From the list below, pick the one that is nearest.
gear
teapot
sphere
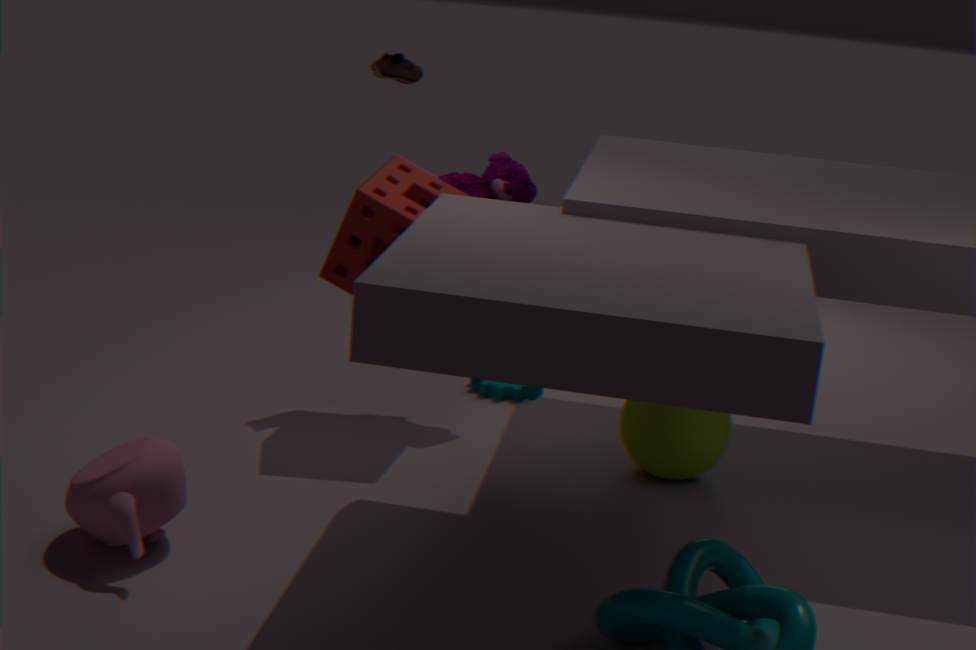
teapot
